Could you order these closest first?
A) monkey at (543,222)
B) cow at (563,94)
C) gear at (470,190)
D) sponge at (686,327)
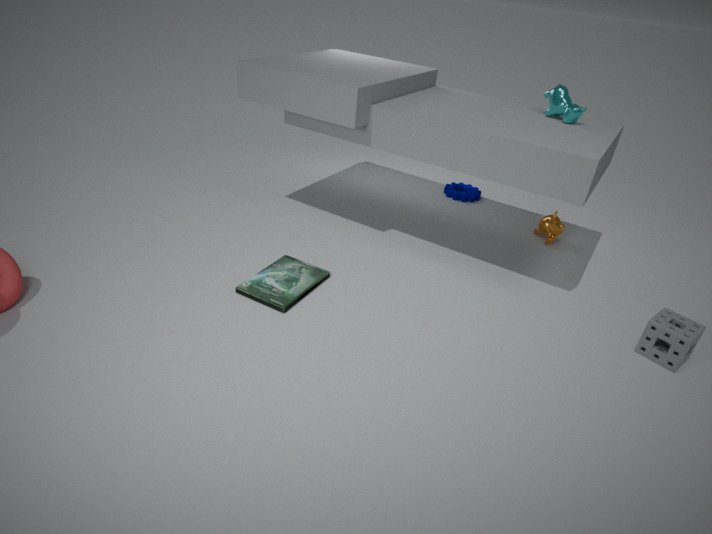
sponge at (686,327) < cow at (563,94) < monkey at (543,222) < gear at (470,190)
